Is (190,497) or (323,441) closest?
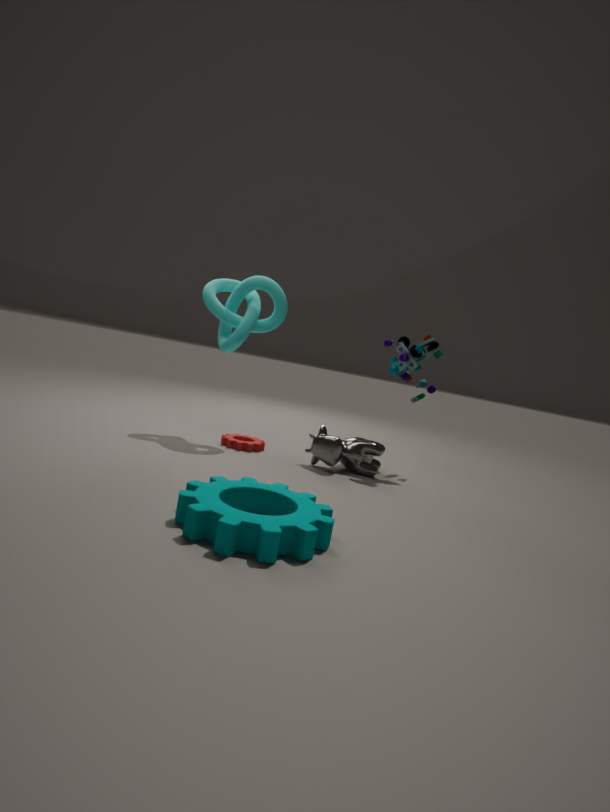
(190,497)
